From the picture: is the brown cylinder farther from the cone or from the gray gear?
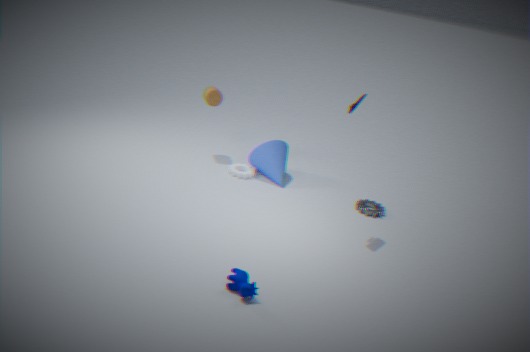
the gray gear
